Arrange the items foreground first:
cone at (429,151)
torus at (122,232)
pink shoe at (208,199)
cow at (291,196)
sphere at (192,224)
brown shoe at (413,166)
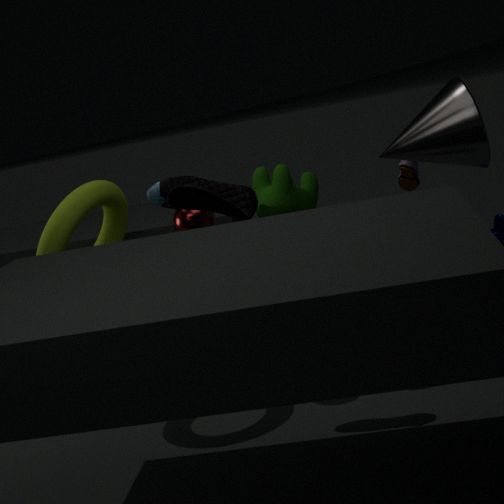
pink shoe at (208,199) < torus at (122,232) < cow at (291,196) < sphere at (192,224) < cone at (429,151) < brown shoe at (413,166)
